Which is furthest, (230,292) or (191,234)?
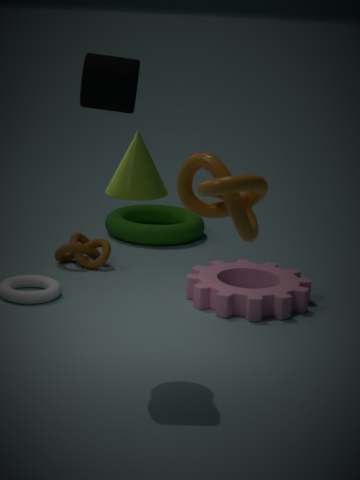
(191,234)
